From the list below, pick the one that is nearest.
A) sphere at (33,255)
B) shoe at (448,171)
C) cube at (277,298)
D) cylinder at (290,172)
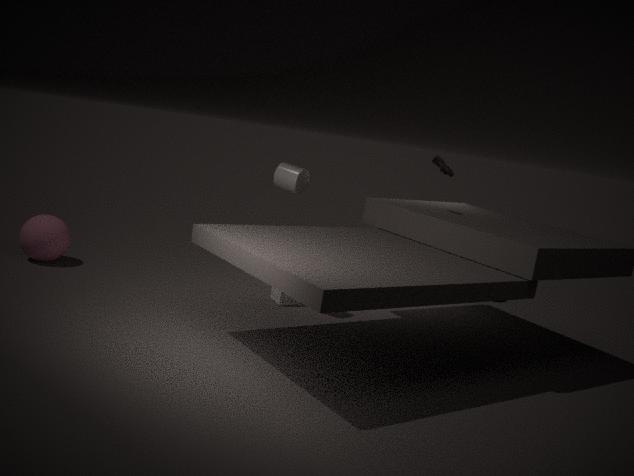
cylinder at (290,172)
